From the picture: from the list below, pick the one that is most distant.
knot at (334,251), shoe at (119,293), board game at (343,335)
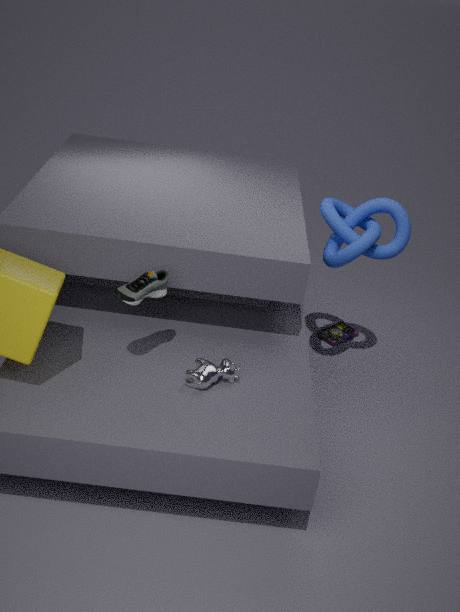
board game at (343,335)
